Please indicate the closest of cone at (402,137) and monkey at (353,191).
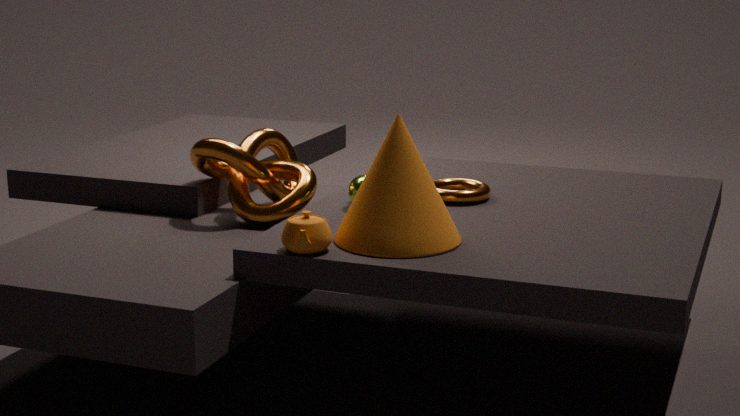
cone at (402,137)
